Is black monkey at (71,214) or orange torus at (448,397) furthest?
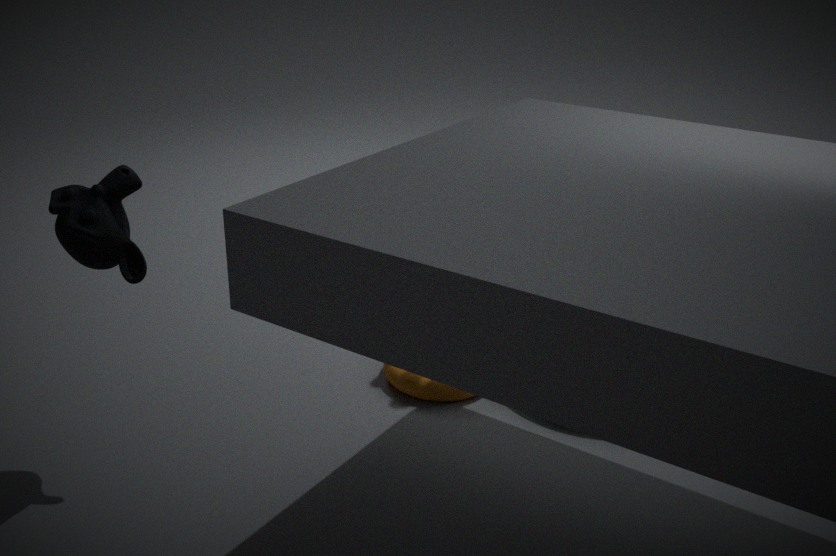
orange torus at (448,397)
